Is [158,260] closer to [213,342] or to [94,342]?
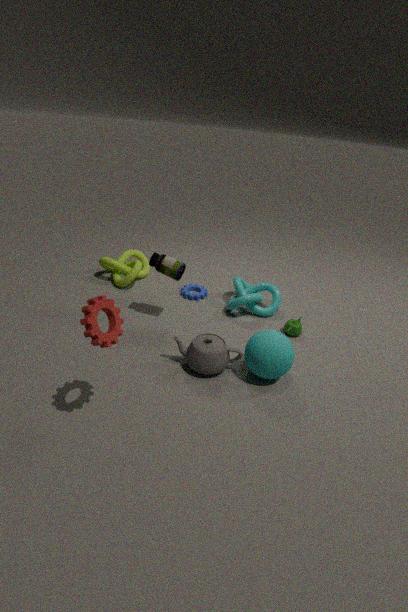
[213,342]
